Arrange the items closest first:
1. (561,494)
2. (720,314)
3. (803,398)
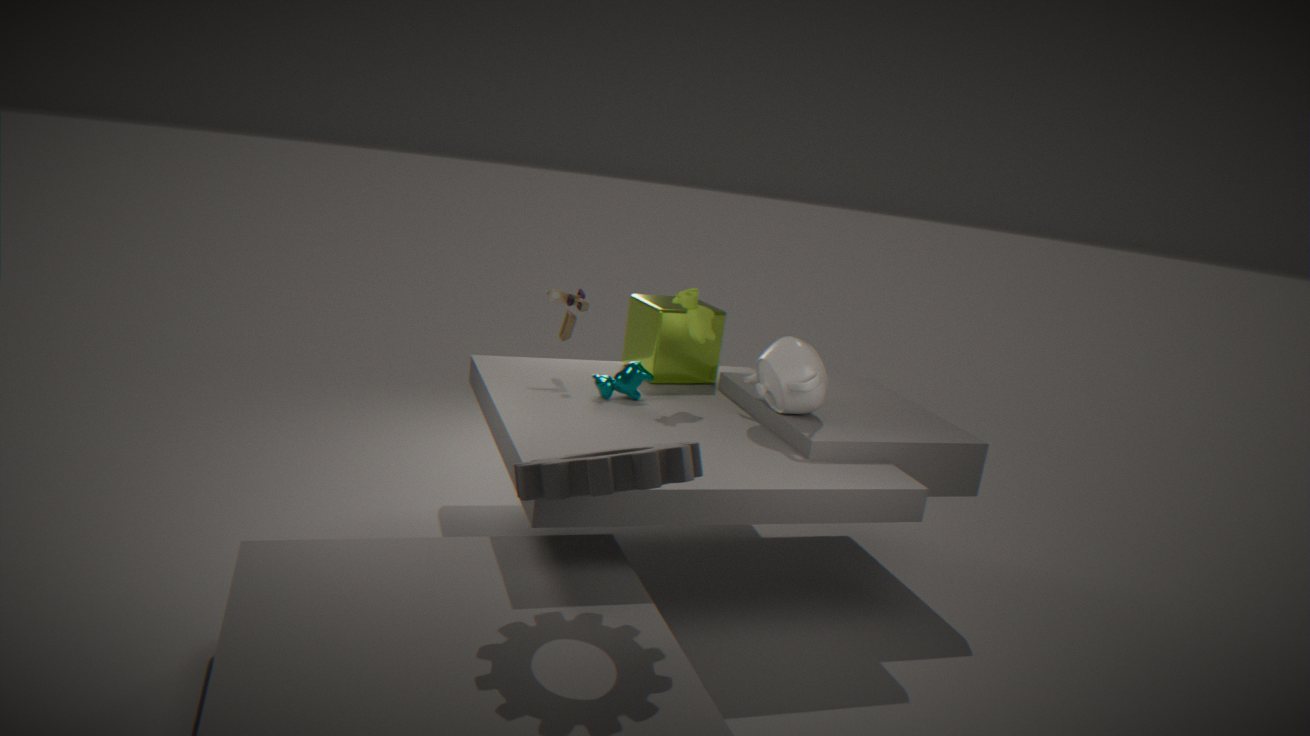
(561,494)
(803,398)
(720,314)
